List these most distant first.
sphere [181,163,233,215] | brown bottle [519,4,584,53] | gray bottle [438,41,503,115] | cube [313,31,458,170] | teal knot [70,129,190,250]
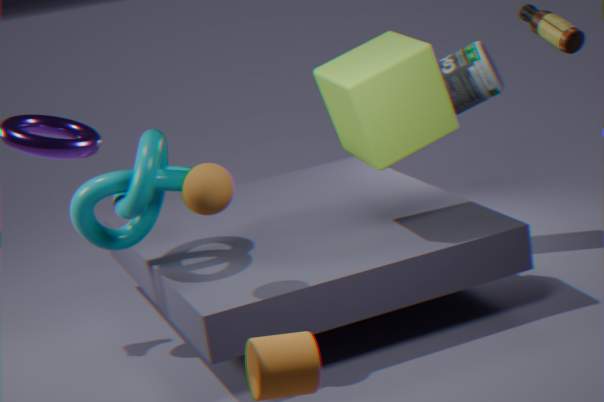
1. gray bottle [438,41,503,115]
2. teal knot [70,129,190,250]
3. cube [313,31,458,170]
4. sphere [181,163,233,215]
5. brown bottle [519,4,584,53]
